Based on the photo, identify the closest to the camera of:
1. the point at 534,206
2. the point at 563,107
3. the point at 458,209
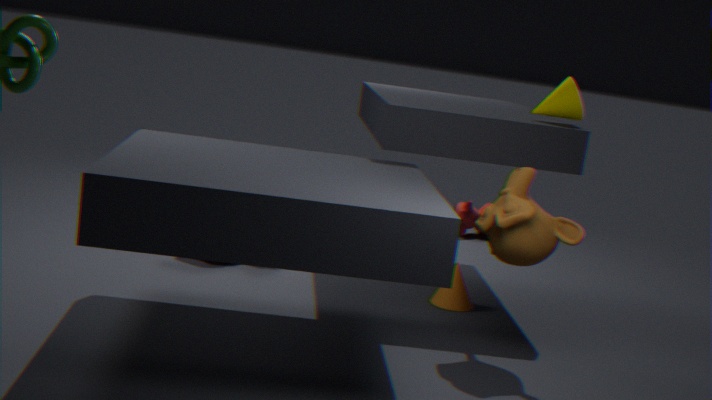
the point at 534,206
